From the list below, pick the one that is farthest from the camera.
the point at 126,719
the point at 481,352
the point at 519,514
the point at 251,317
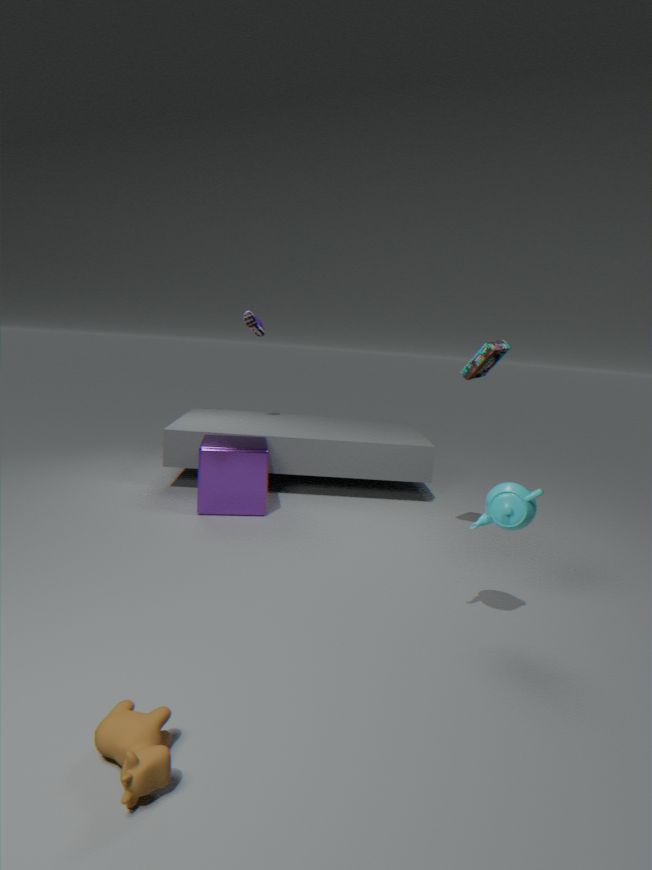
the point at 251,317
